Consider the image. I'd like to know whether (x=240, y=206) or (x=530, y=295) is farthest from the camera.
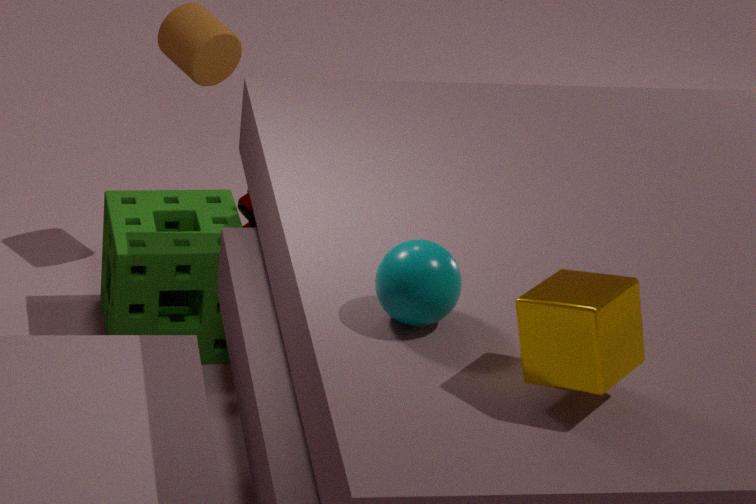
(x=240, y=206)
